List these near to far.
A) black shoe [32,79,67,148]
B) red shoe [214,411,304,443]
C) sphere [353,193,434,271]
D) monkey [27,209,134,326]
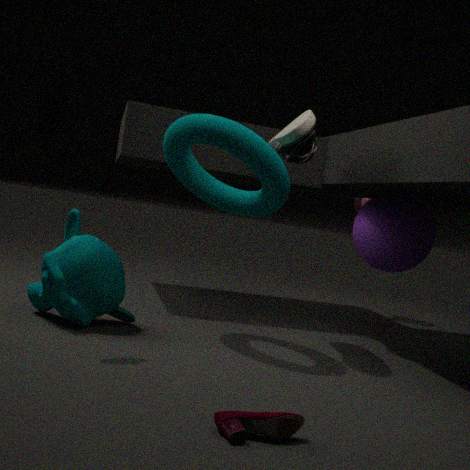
1. red shoe [214,411,304,443]
2. black shoe [32,79,67,148]
3. monkey [27,209,134,326]
4. sphere [353,193,434,271]
